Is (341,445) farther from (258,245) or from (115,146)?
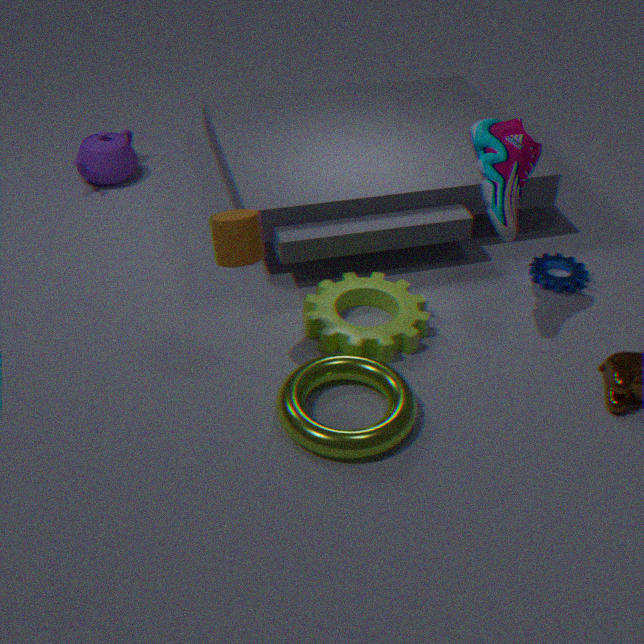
(115,146)
